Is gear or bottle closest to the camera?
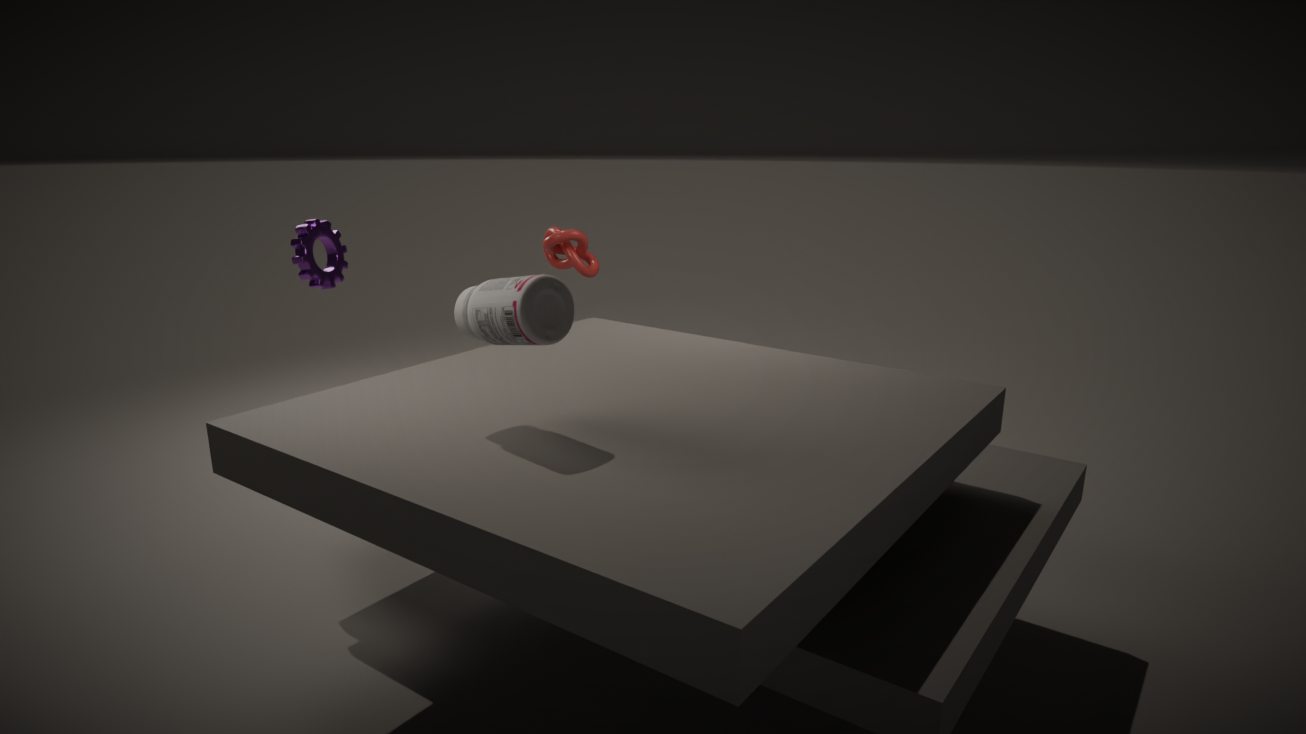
bottle
